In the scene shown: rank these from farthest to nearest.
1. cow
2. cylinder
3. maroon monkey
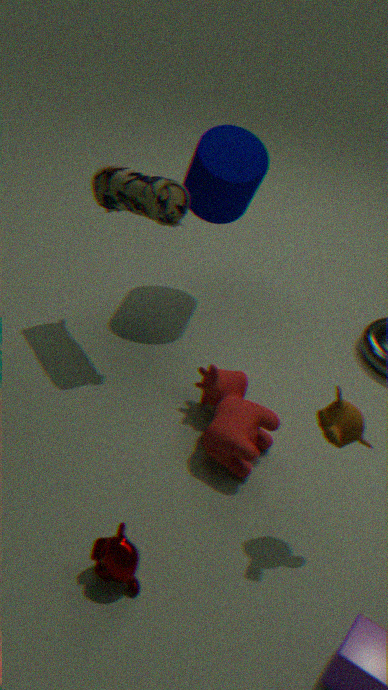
cylinder → cow → maroon monkey
